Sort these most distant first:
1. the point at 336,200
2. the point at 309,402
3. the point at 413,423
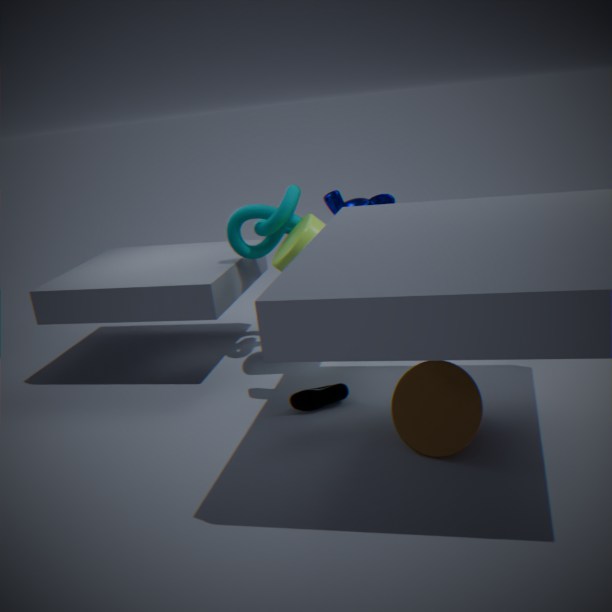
the point at 336,200 < the point at 309,402 < the point at 413,423
